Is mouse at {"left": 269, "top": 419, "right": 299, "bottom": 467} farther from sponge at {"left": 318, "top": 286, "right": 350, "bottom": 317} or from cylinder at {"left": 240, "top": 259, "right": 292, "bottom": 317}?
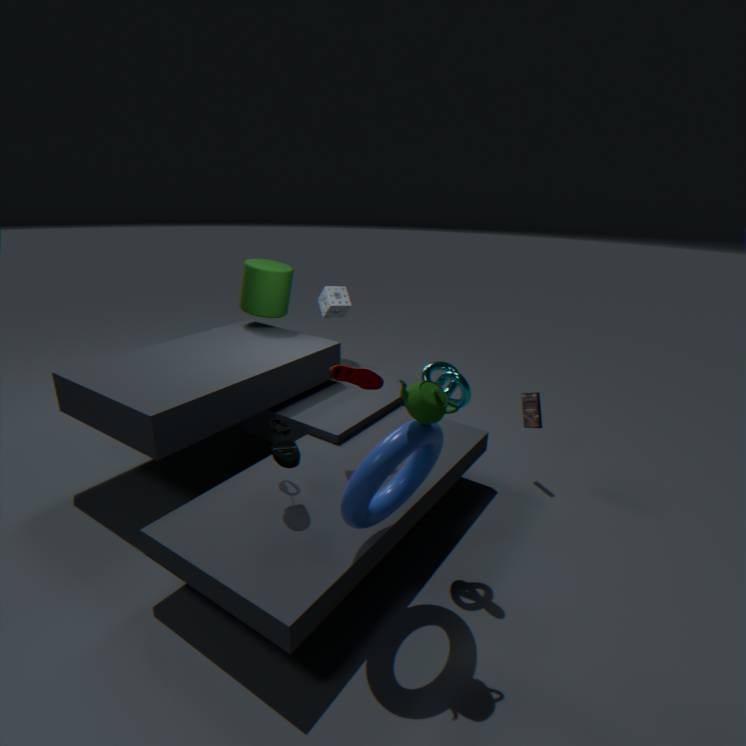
sponge at {"left": 318, "top": 286, "right": 350, "bottom": 317}
